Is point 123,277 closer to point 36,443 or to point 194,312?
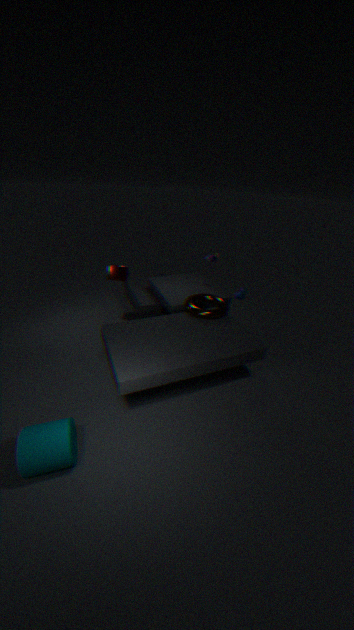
point 194,312
